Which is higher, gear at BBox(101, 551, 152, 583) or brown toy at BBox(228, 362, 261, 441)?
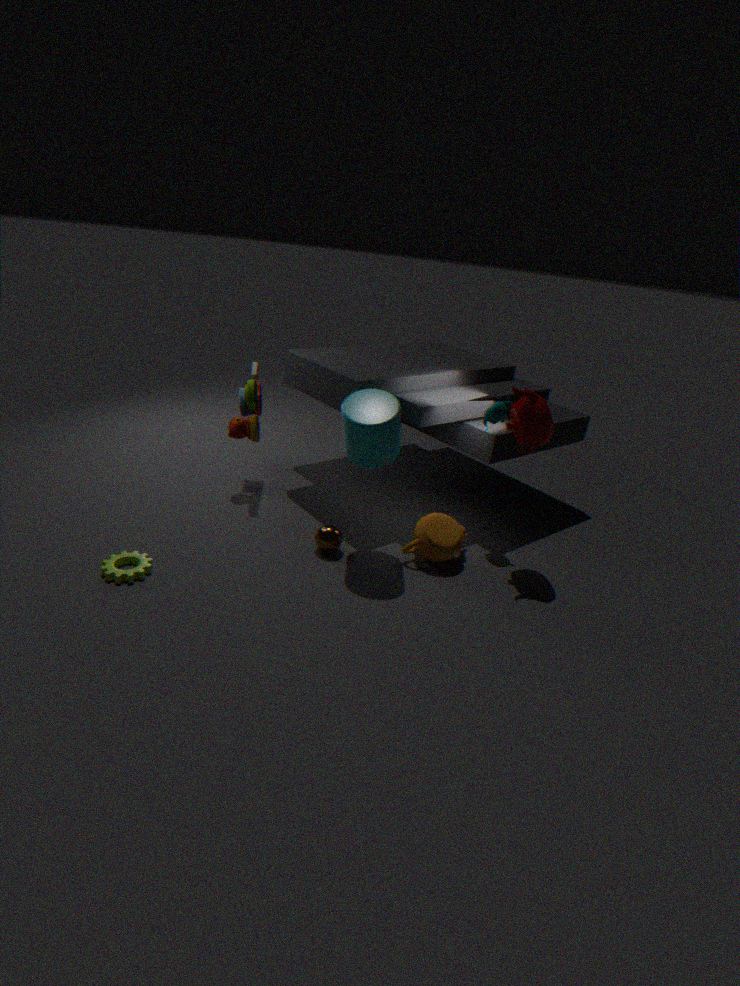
brown toy at BBox(228, 362, 261, 441)
